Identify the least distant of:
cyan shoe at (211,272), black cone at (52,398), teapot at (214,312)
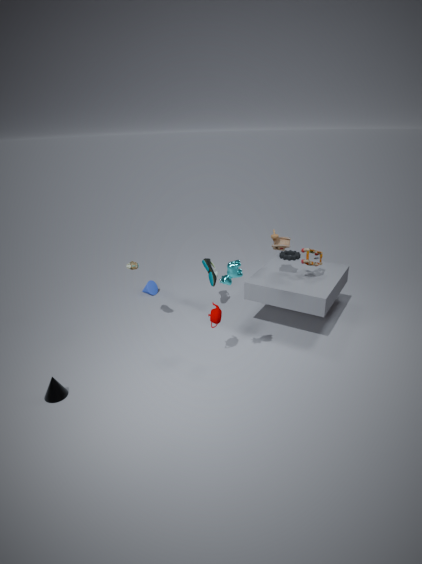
black cone at (52,398)
